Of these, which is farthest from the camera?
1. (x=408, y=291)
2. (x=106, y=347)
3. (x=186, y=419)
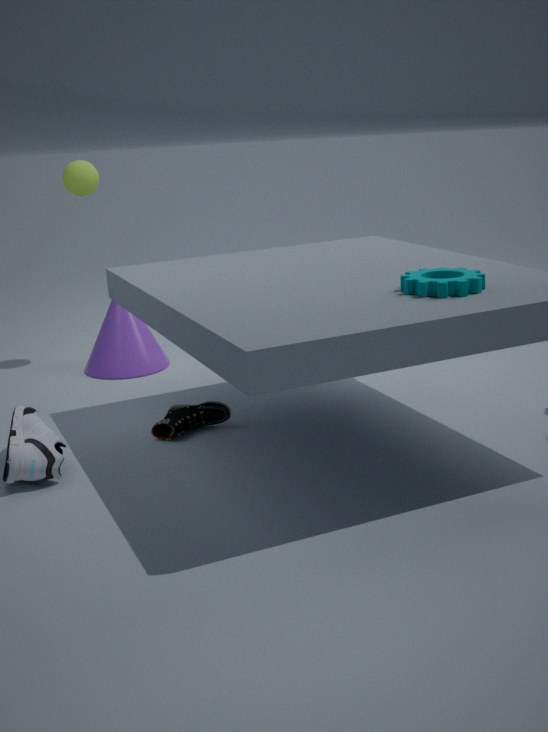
(x=106, y=347)
